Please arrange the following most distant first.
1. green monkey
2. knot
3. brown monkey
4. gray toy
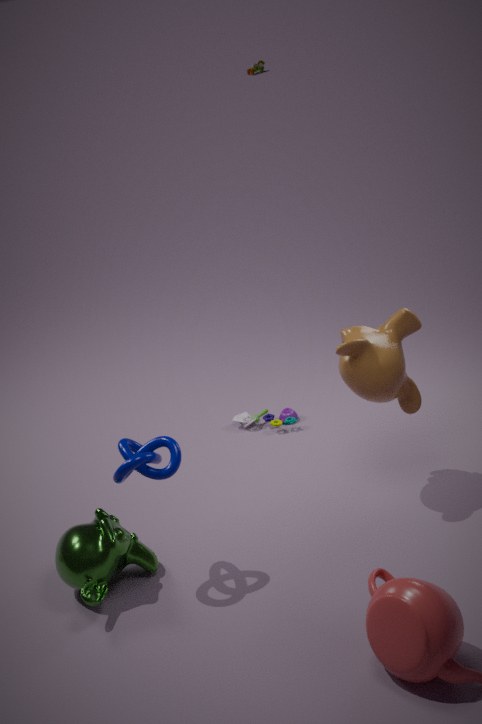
gray toy, brown monkey, green monkey, knot
